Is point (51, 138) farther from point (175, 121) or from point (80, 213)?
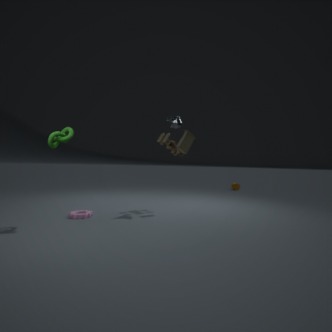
point (175, 121)
